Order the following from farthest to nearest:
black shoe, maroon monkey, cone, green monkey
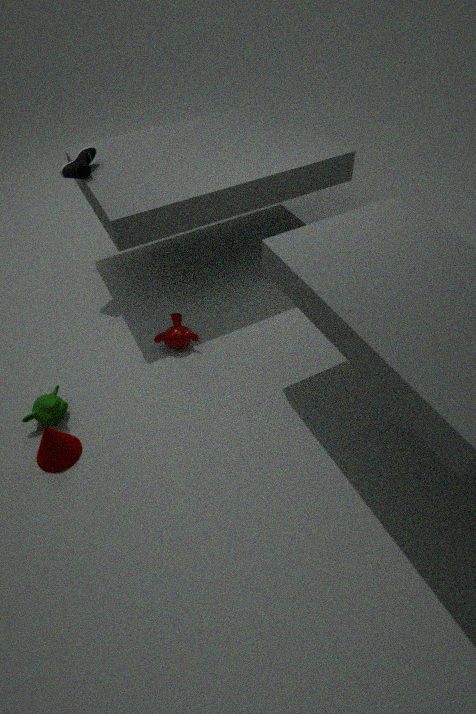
black shoe → maroon monkey → green monkey → cone
